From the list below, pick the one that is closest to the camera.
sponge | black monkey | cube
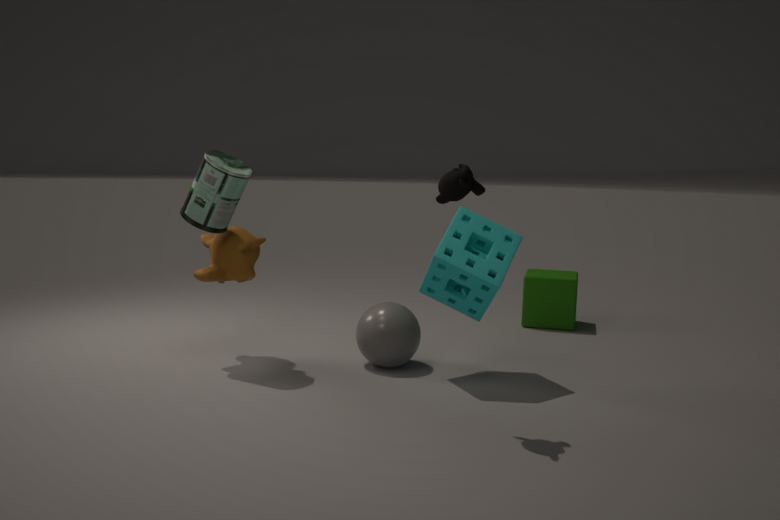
black monkey
